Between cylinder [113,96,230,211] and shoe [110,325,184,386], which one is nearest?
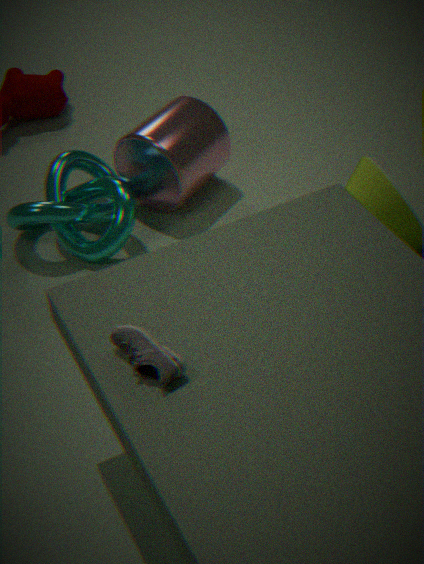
shoe [110,325,184,386]
